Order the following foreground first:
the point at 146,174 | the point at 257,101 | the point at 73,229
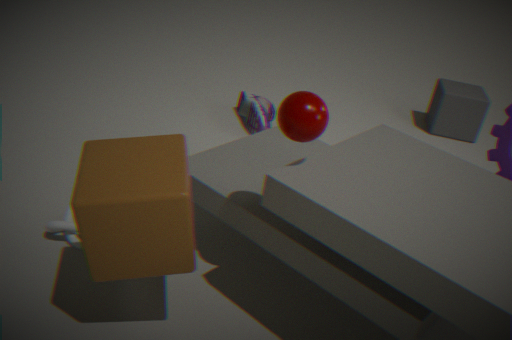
the point at 146,174
the point at 73,229
the point at 257,101
